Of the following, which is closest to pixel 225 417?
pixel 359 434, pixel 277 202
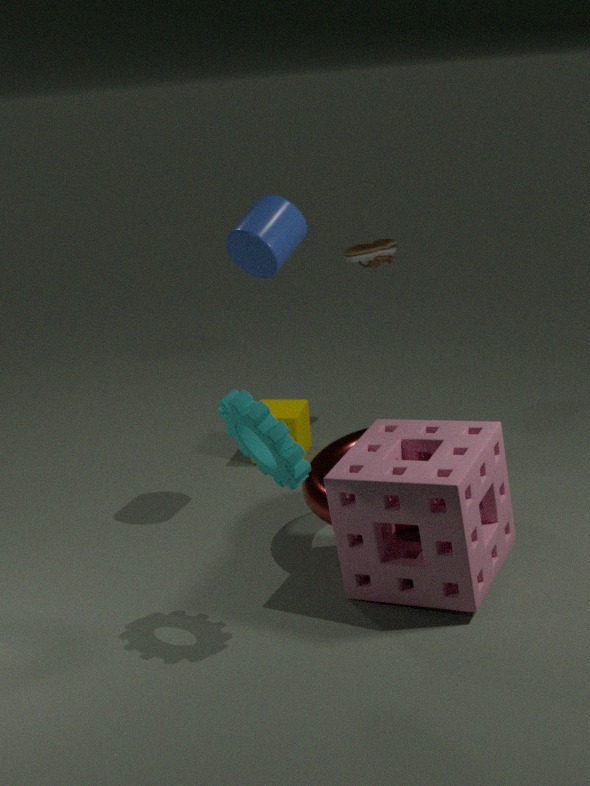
pixel 359 434
